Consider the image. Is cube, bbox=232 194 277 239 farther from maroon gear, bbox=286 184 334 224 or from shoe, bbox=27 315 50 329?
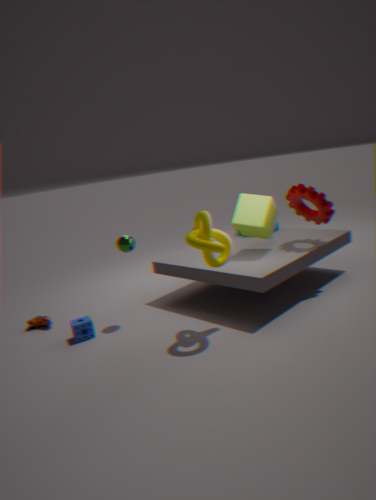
shoe, bbox=27 315 50 329
